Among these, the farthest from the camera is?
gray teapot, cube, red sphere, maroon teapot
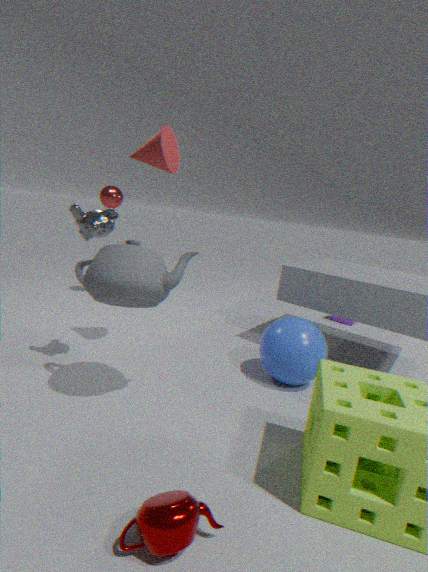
cube
